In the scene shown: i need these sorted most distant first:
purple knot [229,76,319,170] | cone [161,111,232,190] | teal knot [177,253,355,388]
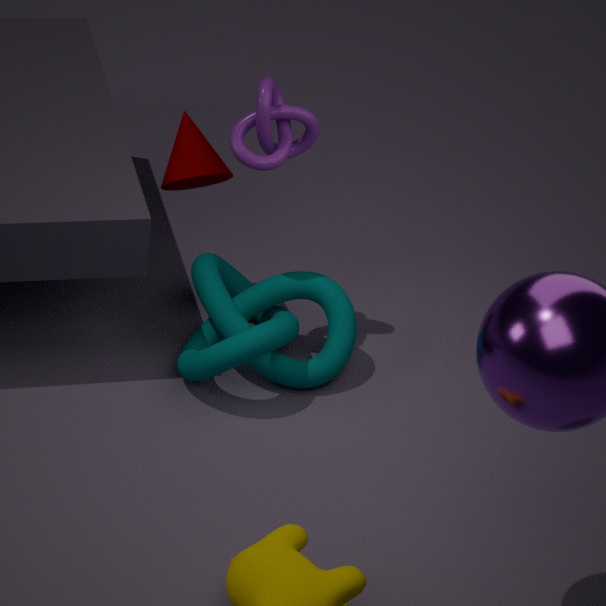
cone [161,111,232,190]
purple knot [229,76,319,170]
teal knot [177,253,355,388]
